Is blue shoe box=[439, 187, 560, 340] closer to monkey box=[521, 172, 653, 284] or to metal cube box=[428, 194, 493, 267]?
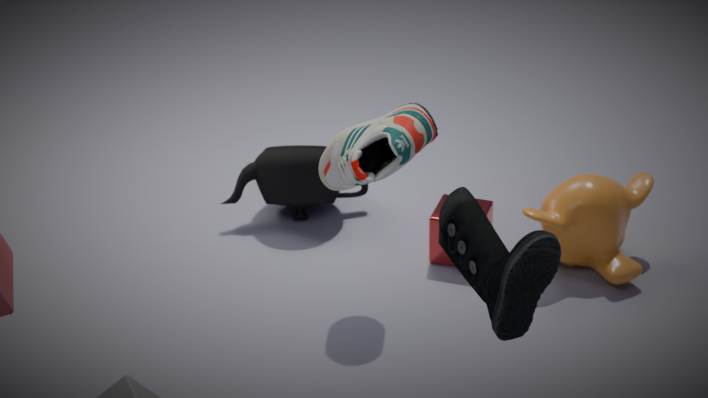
monkey box=[521, 172, 653, 284]
